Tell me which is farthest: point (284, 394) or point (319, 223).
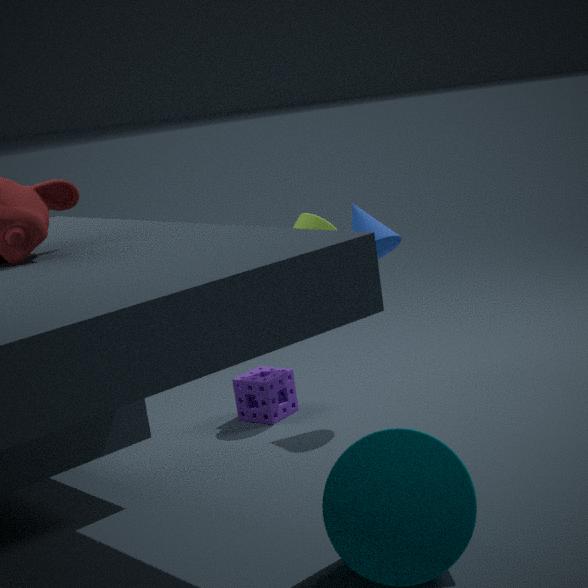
point (284, 394)
